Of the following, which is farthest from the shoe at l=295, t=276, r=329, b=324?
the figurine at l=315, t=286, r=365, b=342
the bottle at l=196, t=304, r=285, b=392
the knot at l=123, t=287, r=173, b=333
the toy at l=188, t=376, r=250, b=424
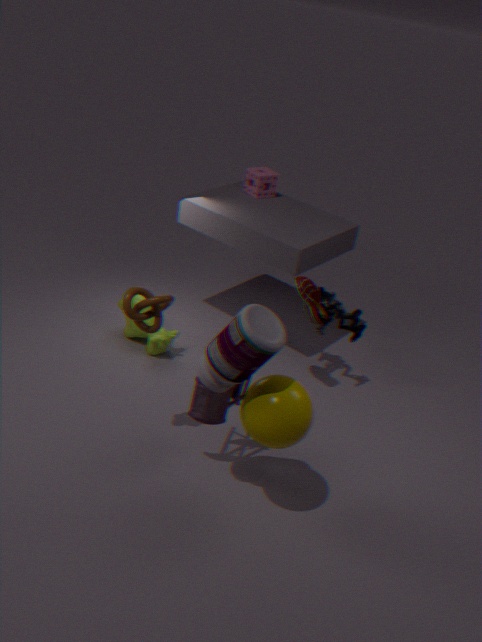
the bottle at l=196, t=304, r=285, b=392
